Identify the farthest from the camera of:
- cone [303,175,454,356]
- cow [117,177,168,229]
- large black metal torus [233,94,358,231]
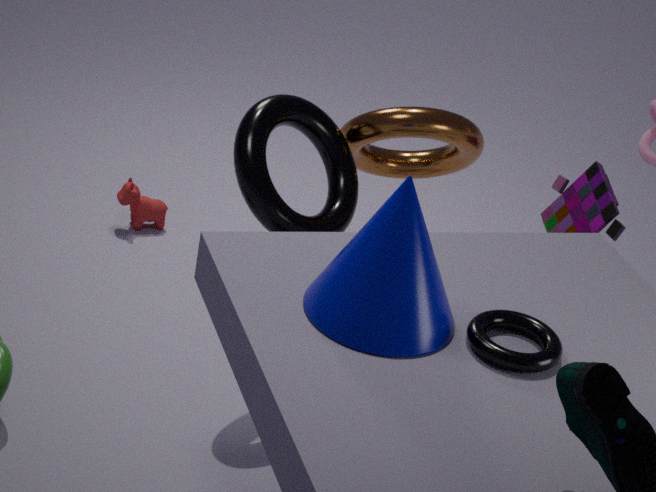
cow [117,177,168,229]
